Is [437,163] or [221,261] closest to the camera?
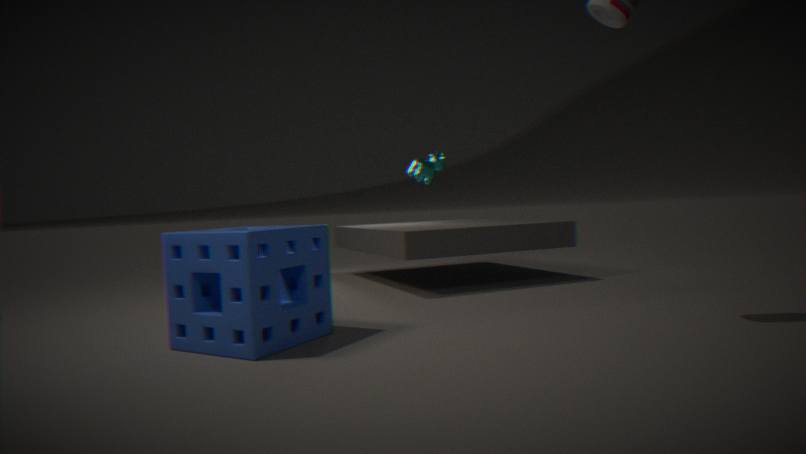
[221,261]
